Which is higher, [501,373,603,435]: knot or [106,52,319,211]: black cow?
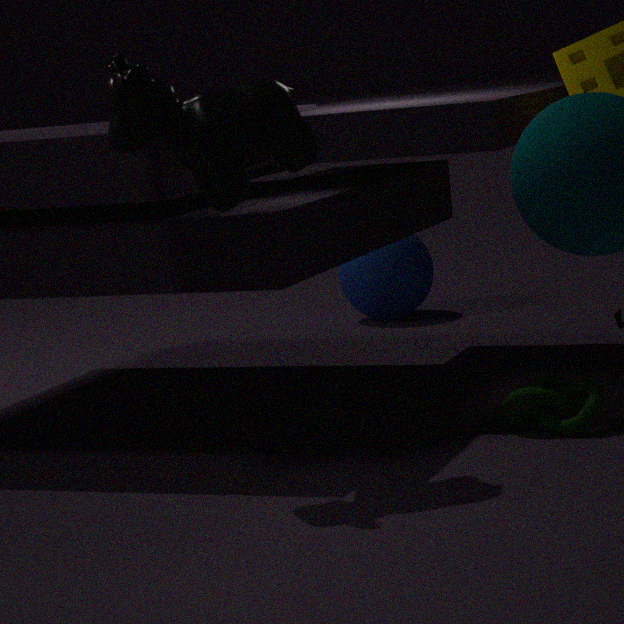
[106,52,319,211]: black cow
